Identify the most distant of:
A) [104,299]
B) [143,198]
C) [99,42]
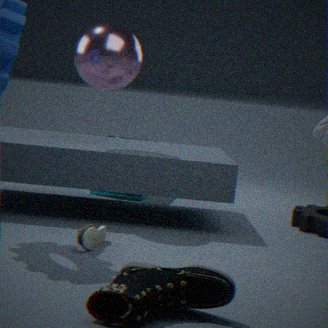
[143,198]
